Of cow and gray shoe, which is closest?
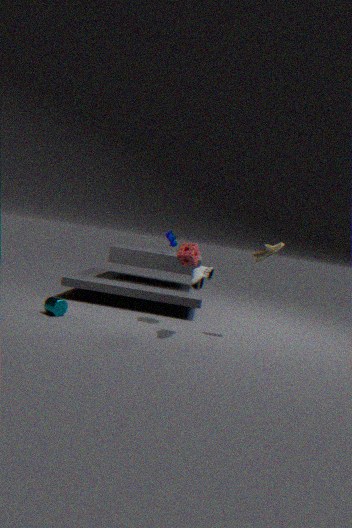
gray shoe
